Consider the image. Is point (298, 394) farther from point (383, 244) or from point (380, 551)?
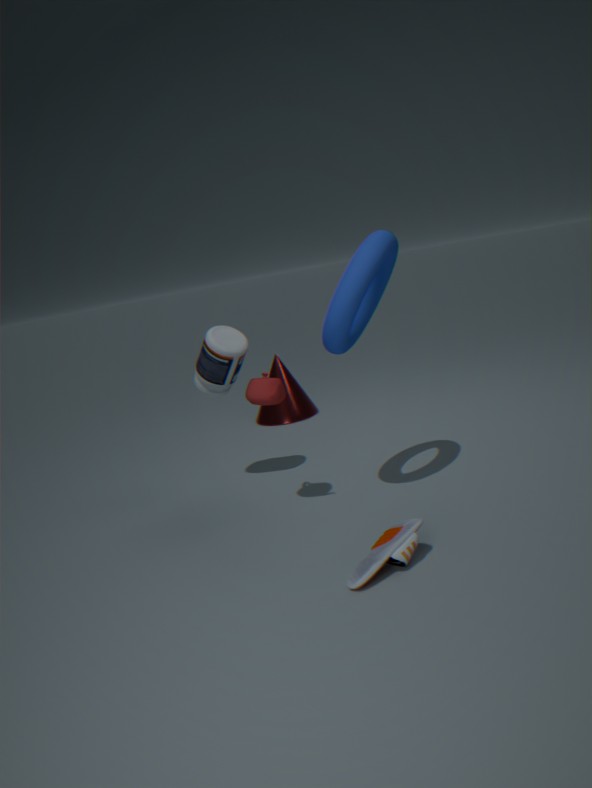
point (380, 551)
